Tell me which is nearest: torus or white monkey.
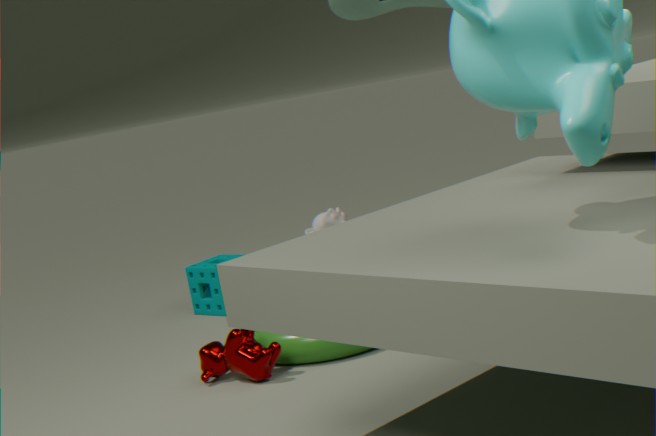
torus
